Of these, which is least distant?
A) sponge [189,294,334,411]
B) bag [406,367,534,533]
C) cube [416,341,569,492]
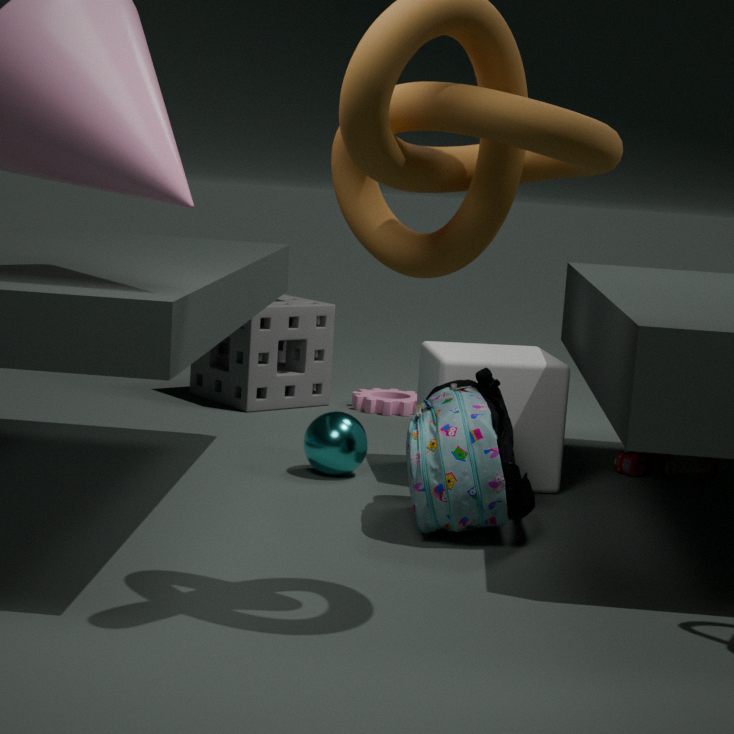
A: bag [406,367,534,533]
